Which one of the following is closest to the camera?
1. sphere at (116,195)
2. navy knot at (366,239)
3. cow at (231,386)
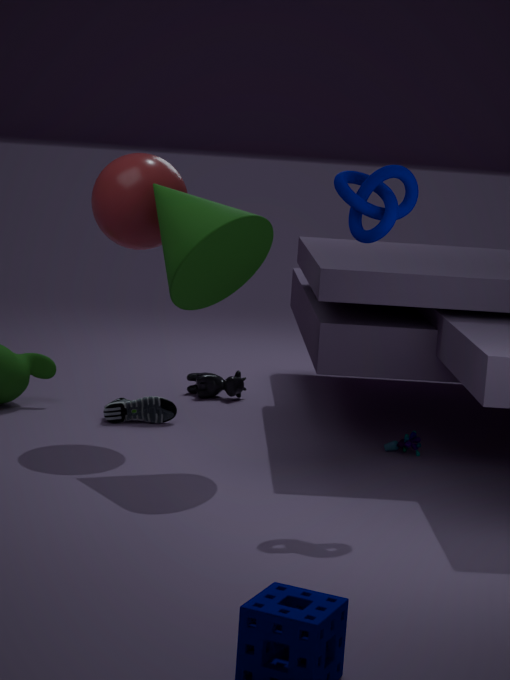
navy knot at (366,239)
